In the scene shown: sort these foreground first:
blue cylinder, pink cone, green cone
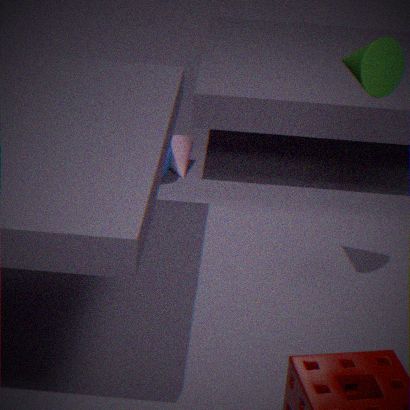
green cone → blue cylinder → pink cone
